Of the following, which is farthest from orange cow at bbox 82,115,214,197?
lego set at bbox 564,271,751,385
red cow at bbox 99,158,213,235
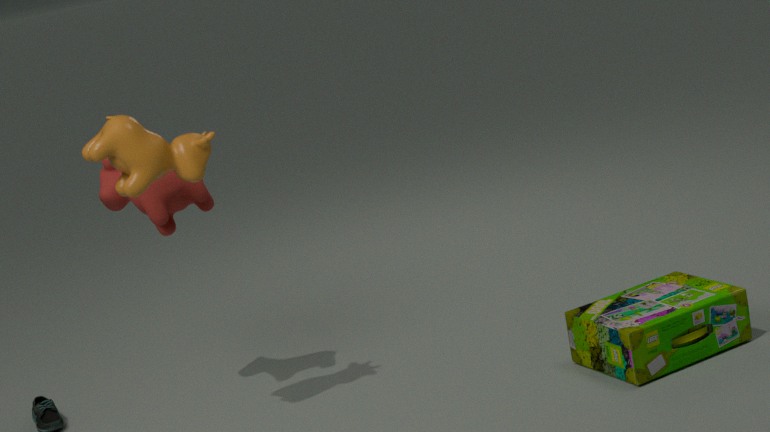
lego set at bbox 564,271,751,385
